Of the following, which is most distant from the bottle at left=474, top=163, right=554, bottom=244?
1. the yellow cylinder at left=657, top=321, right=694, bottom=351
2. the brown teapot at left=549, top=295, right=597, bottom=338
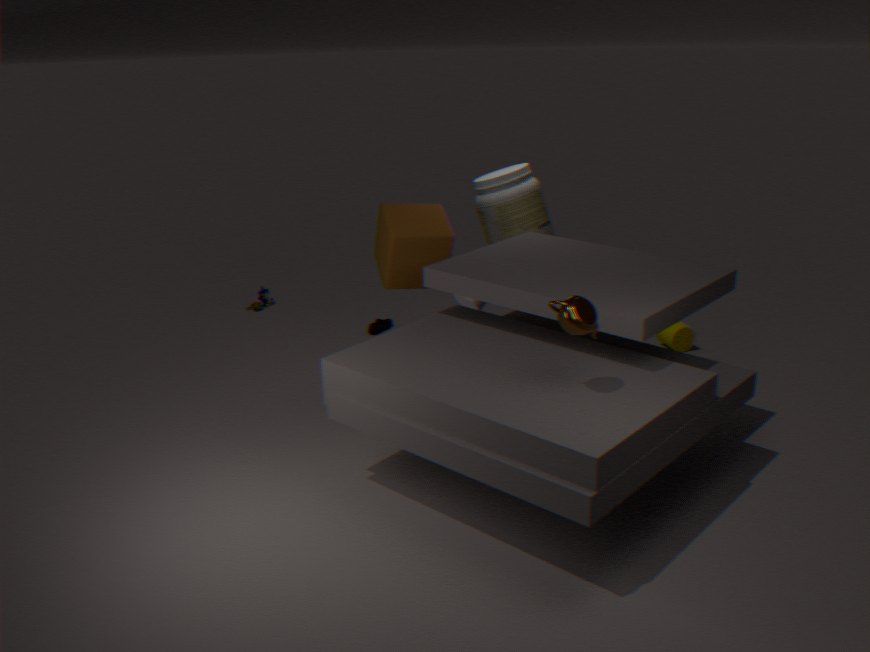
the brown teapot at left=549, top=295, right=597, bottom=338
